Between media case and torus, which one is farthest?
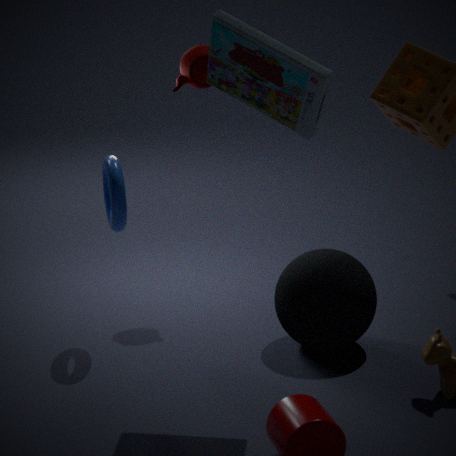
torus
